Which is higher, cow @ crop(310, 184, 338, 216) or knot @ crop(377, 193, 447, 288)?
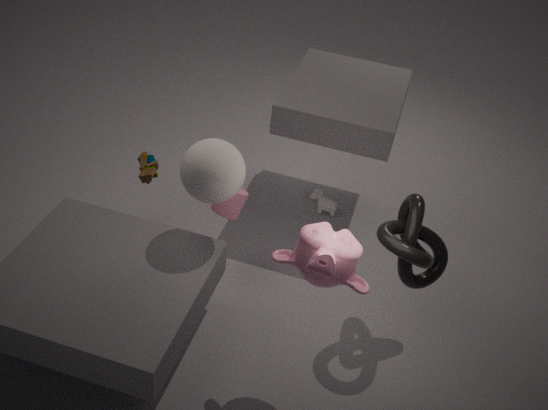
knot @ crop(377, 193, 447, 288)
